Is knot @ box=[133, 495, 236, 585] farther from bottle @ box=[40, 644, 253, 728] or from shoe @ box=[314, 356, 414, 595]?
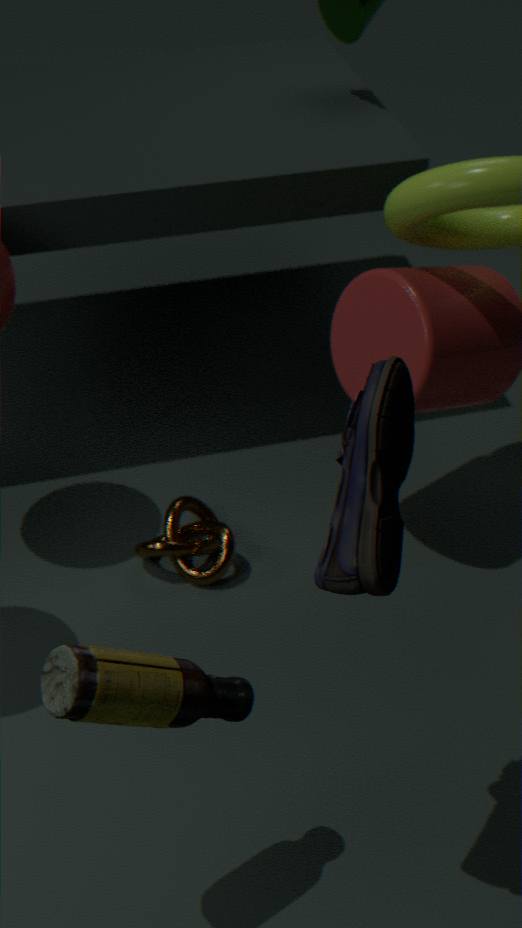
shoe @ box=[314, 356, 414, 595]
